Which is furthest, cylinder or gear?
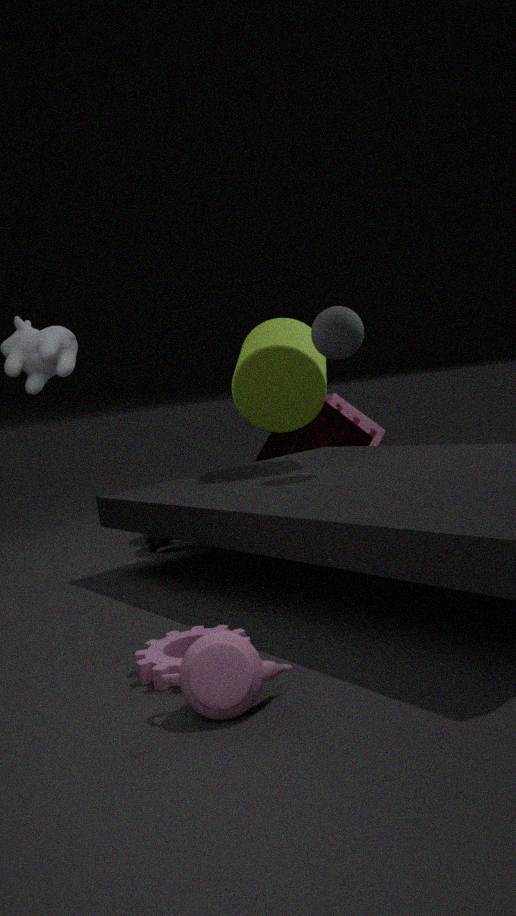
cylinder
